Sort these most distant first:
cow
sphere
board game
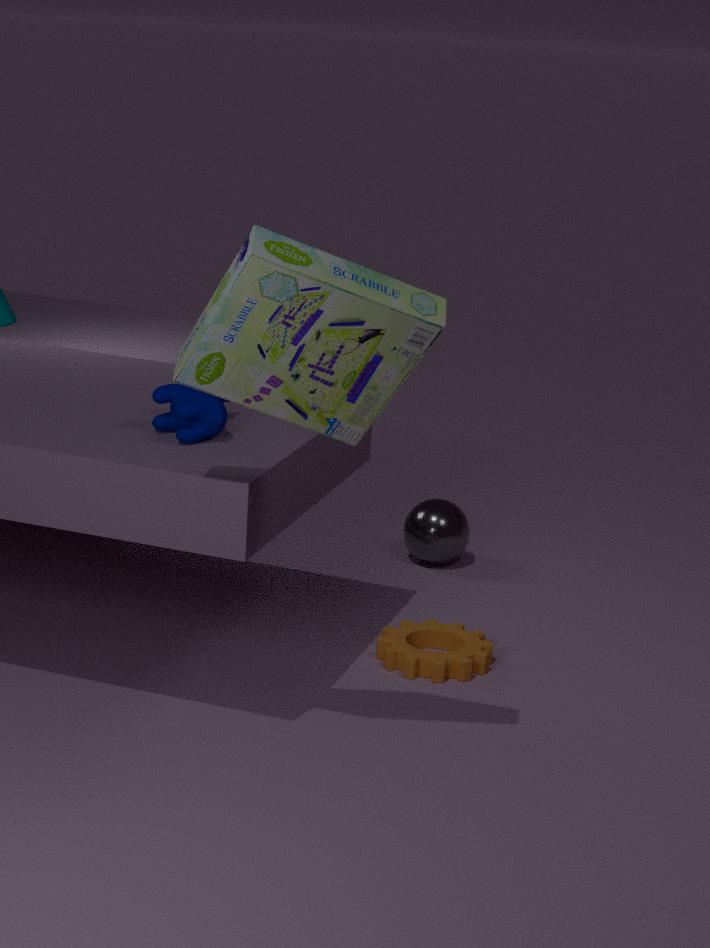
sphere
cow
board game
